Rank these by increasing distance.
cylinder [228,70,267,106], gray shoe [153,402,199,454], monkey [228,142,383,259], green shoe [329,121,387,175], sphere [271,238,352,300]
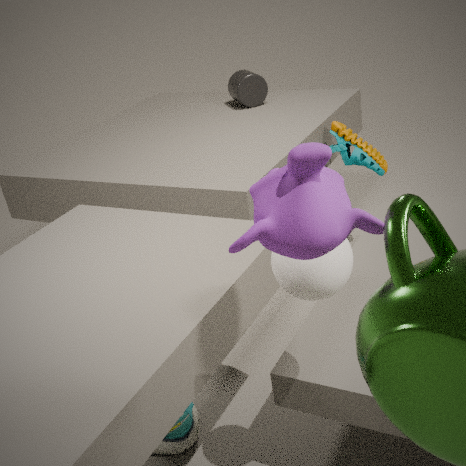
monkey [228,142,383,259] → sphere [271,238,352,300] → gray shoe [153,402,199,454] → green shoe [329,121,387,175] → cylinder [228,70,267,106]
